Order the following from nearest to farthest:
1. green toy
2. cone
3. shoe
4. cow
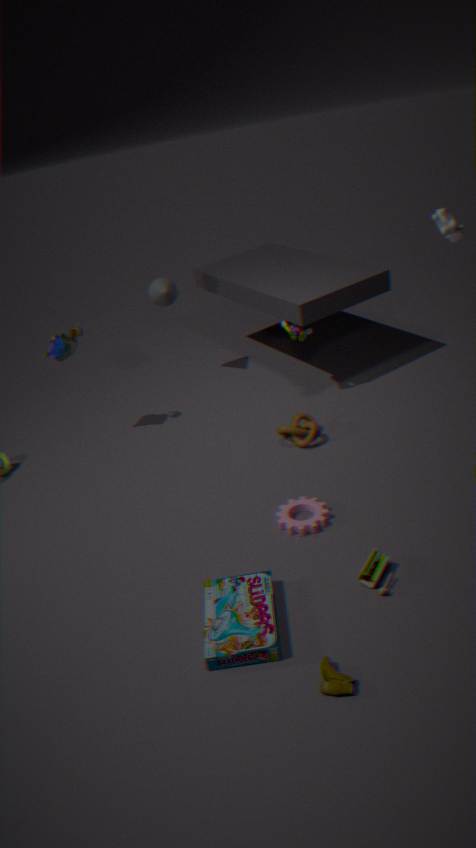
shoe → green toy → cow → cone
